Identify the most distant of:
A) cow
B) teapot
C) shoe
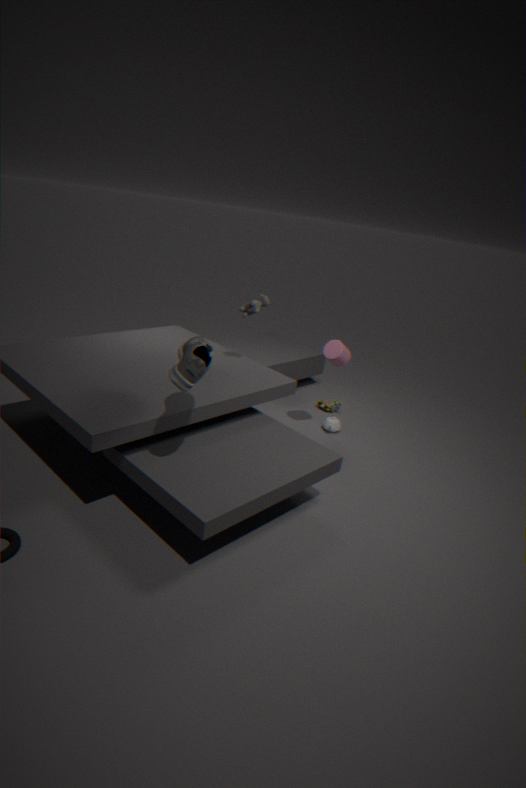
teapot
